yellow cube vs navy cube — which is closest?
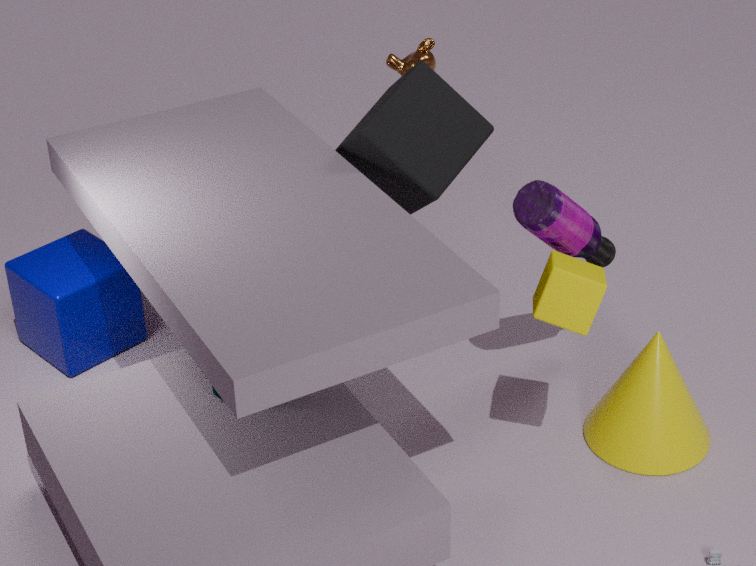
yellow cube
